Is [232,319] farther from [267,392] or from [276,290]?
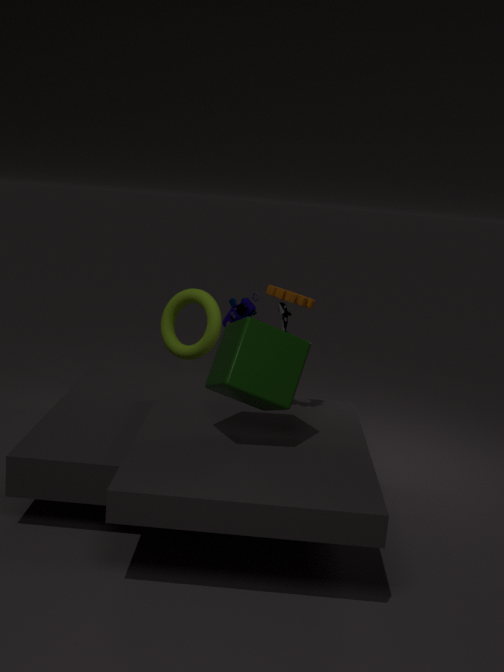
[267,392]
